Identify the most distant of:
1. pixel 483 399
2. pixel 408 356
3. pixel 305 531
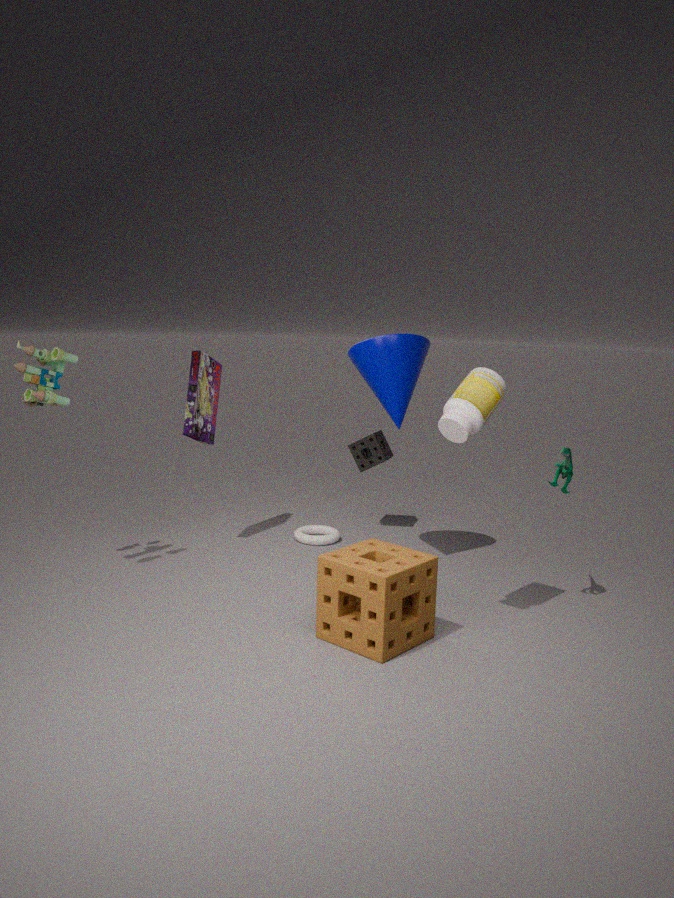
pixel 305 531
